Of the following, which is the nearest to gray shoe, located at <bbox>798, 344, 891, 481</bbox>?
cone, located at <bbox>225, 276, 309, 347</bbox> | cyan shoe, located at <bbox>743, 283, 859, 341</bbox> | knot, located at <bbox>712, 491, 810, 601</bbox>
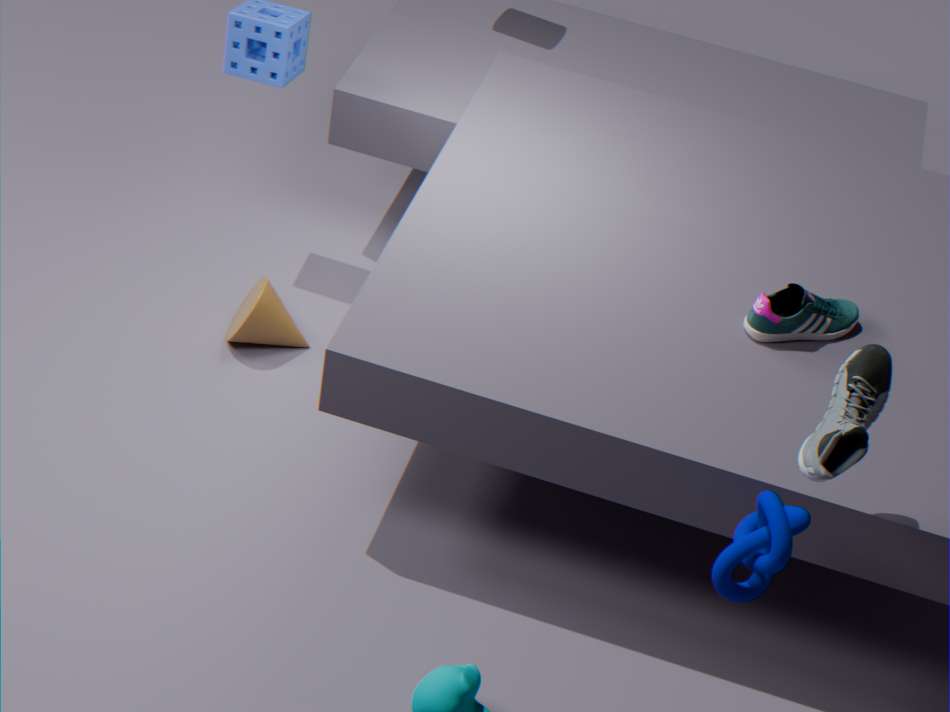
knot, located at <bbox>712, 491, 810, 601</bbox>
